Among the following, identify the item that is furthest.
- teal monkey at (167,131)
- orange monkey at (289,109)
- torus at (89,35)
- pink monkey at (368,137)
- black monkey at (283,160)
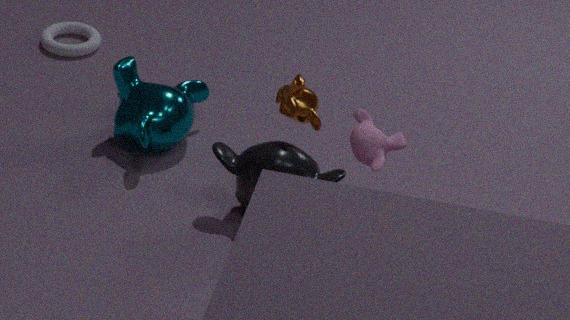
torus at (89,35)
